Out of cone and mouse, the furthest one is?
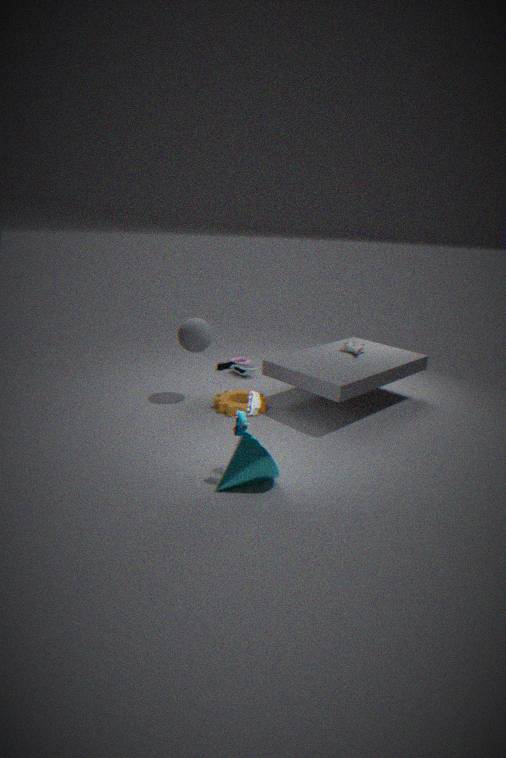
mouse
